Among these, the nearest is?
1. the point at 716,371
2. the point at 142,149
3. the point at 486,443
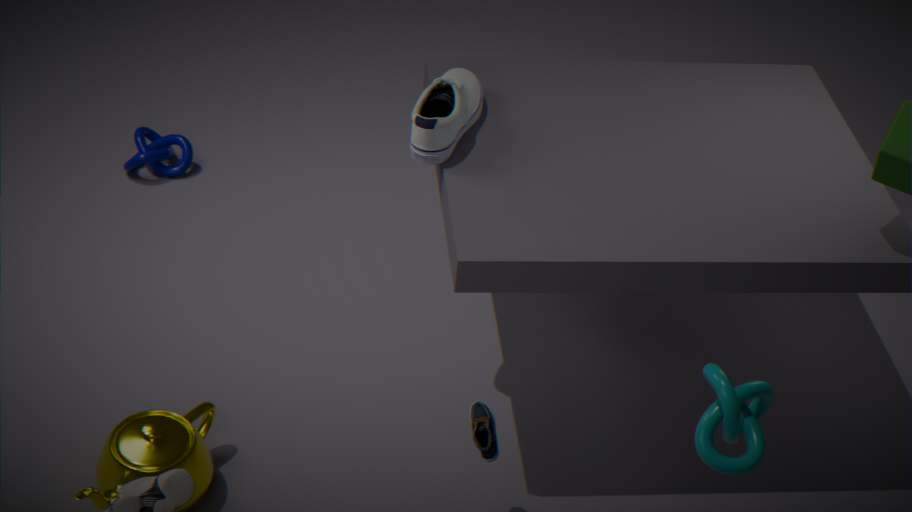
the point at 716,371
